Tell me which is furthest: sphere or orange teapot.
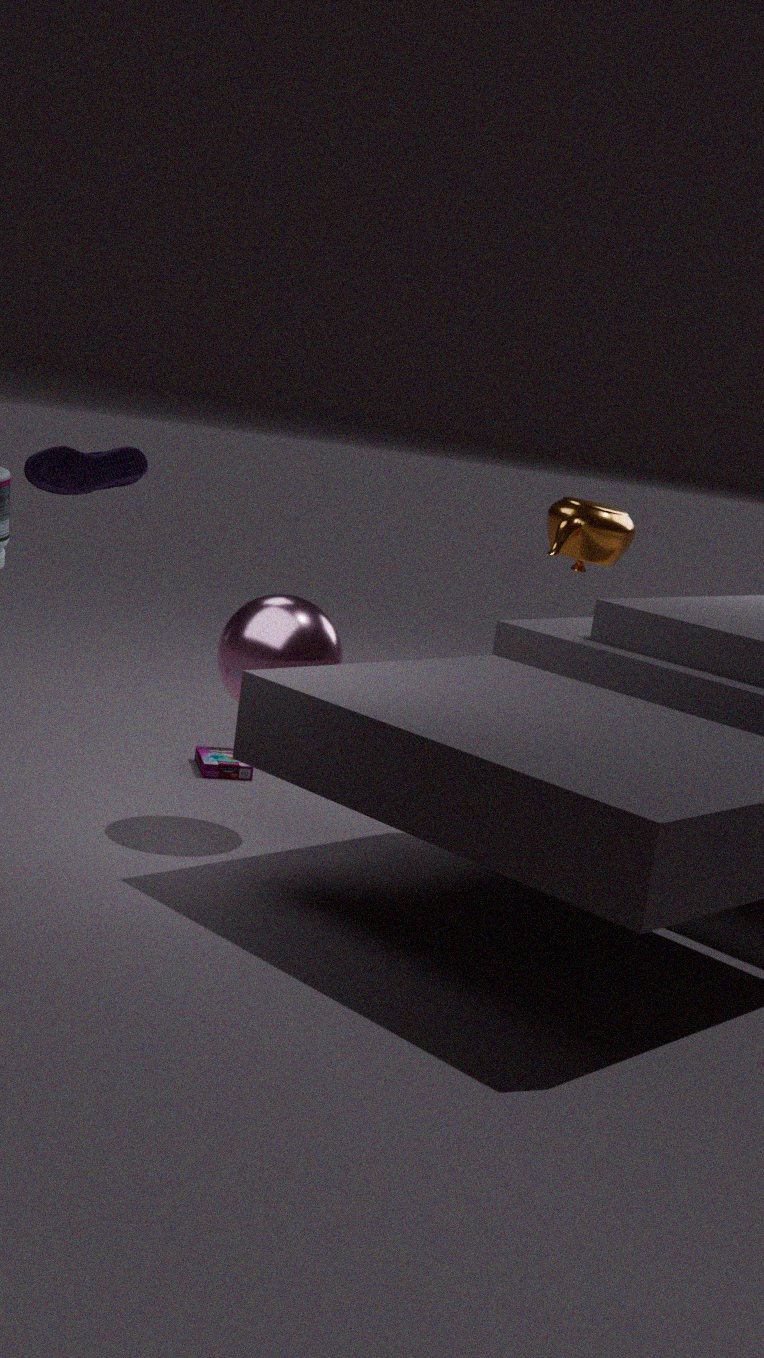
orange teapot
